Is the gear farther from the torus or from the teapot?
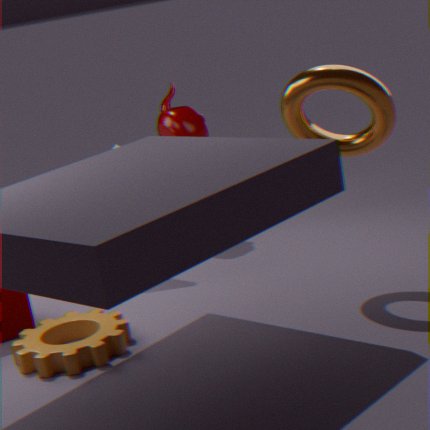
the teapot
